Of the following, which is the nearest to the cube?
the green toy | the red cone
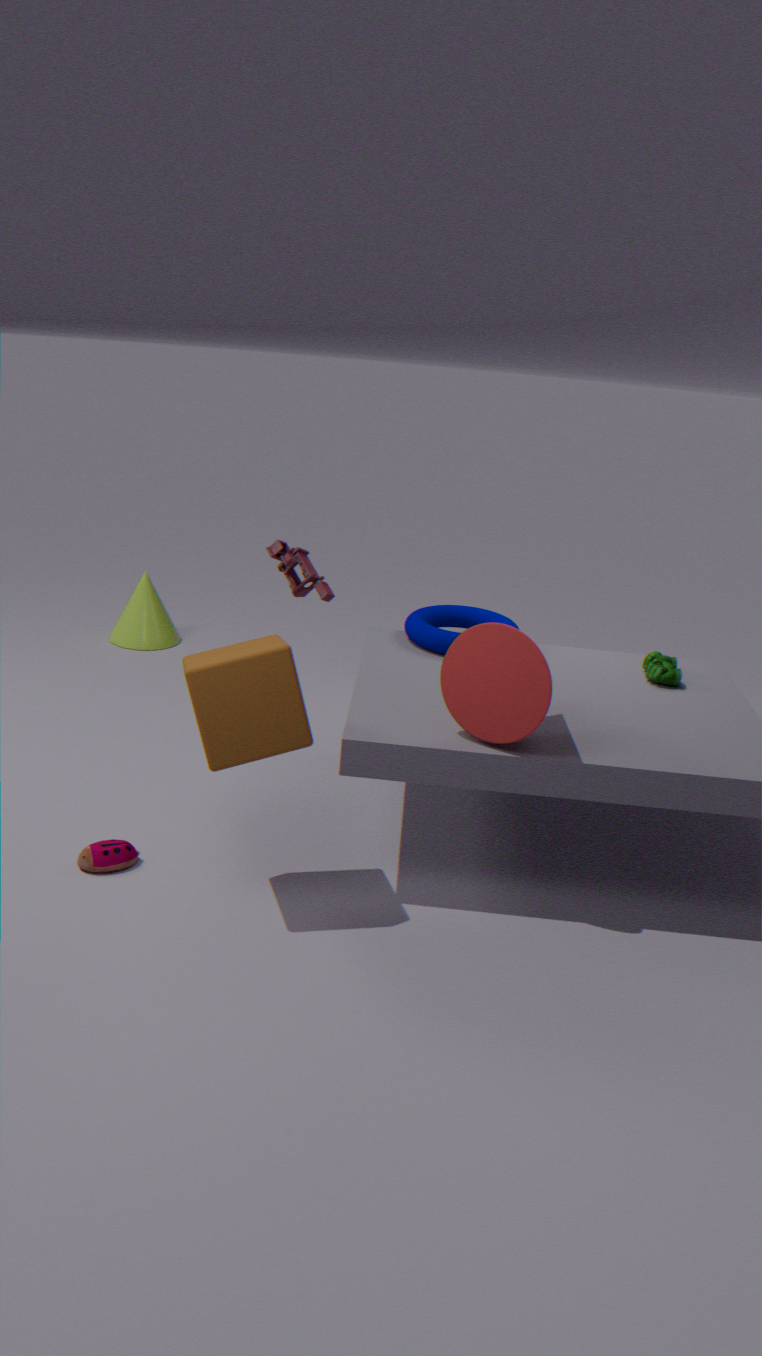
the red cone
